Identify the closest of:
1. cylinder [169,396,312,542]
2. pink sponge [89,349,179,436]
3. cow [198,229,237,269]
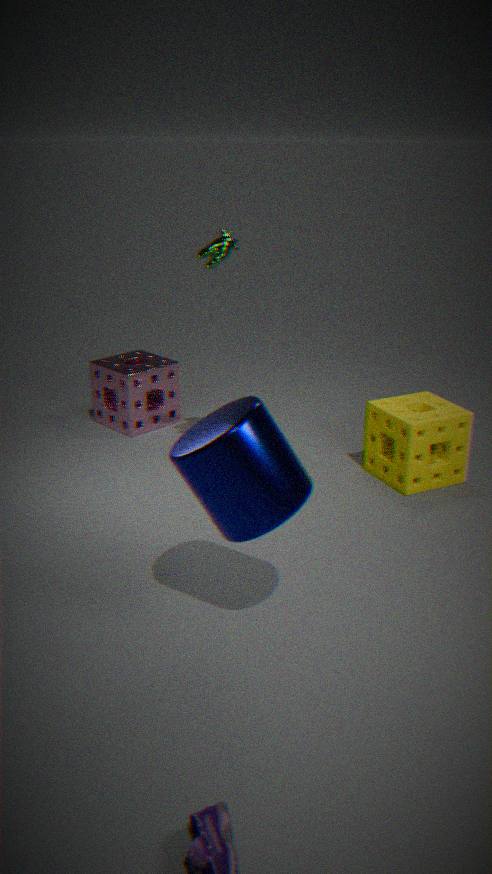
cylinder [169,396,312,542]
